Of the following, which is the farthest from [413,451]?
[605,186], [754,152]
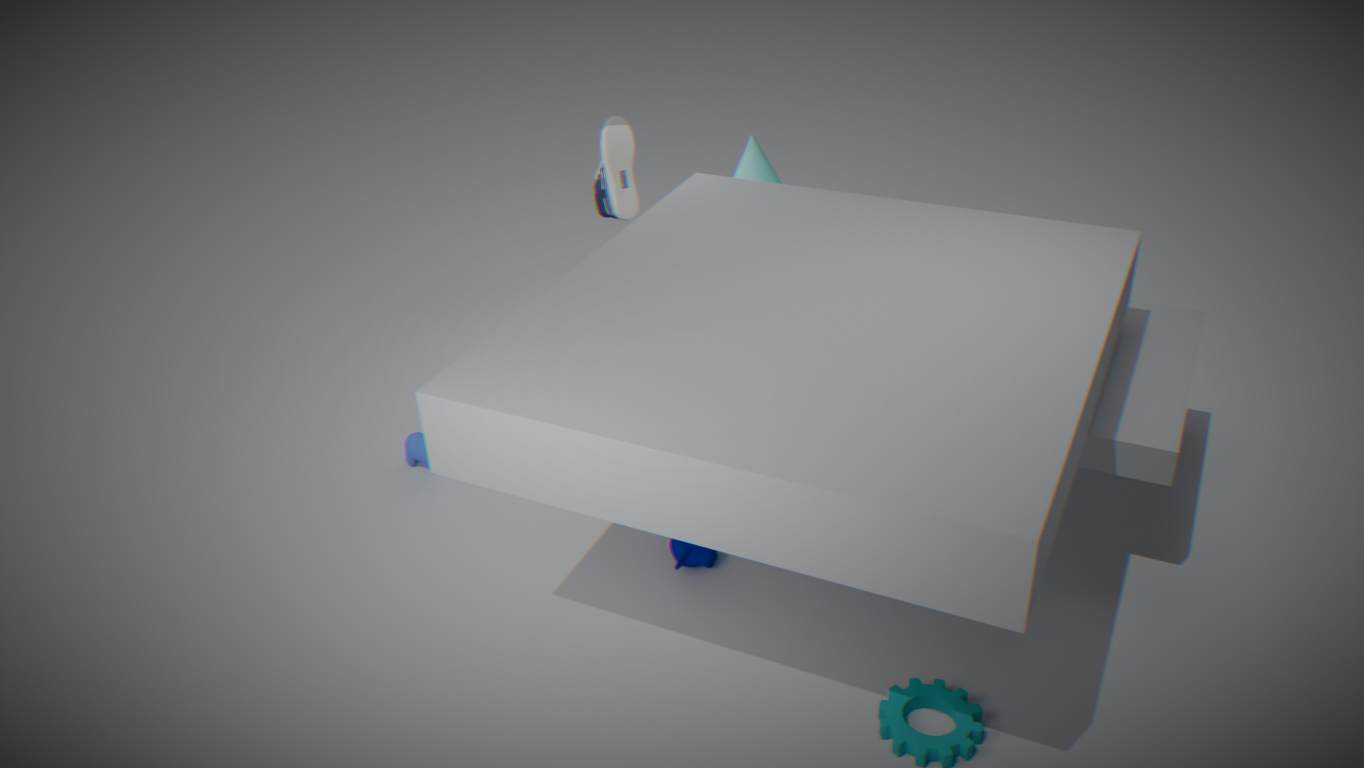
[754,152]
